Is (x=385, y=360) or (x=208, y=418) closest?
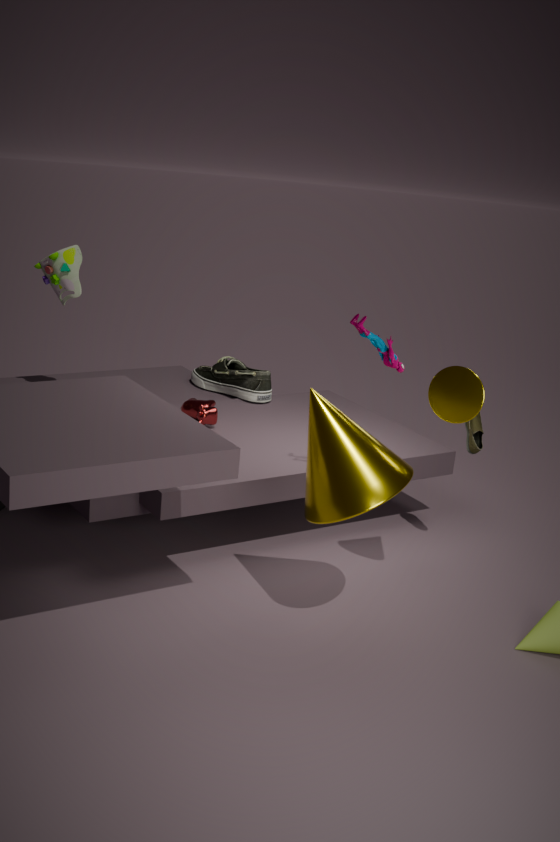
(x=385, y=360)
